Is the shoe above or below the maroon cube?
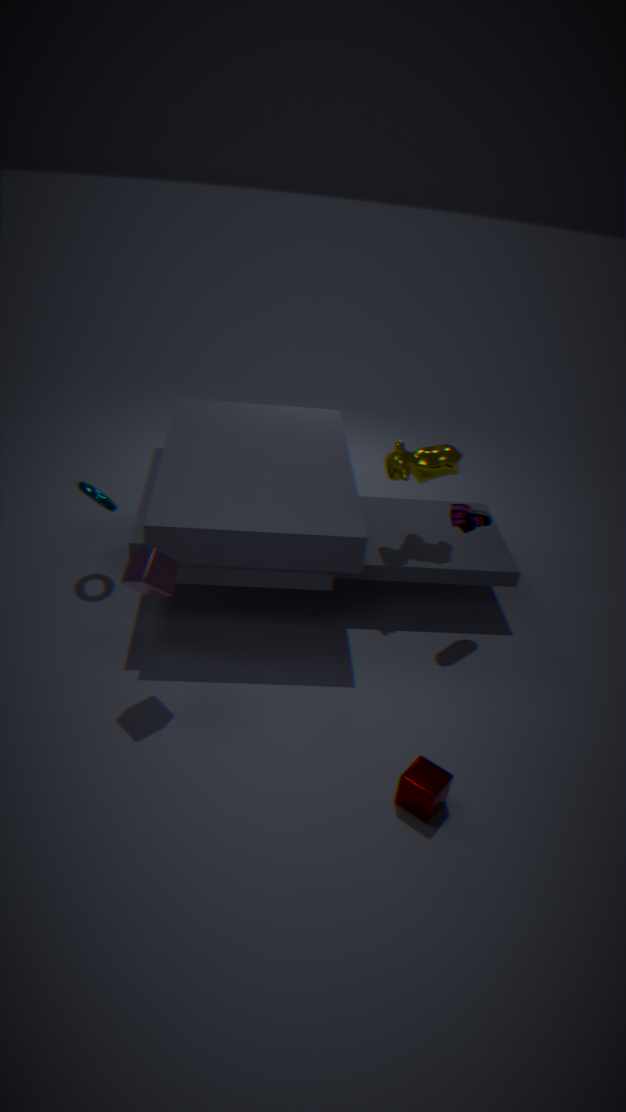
above
